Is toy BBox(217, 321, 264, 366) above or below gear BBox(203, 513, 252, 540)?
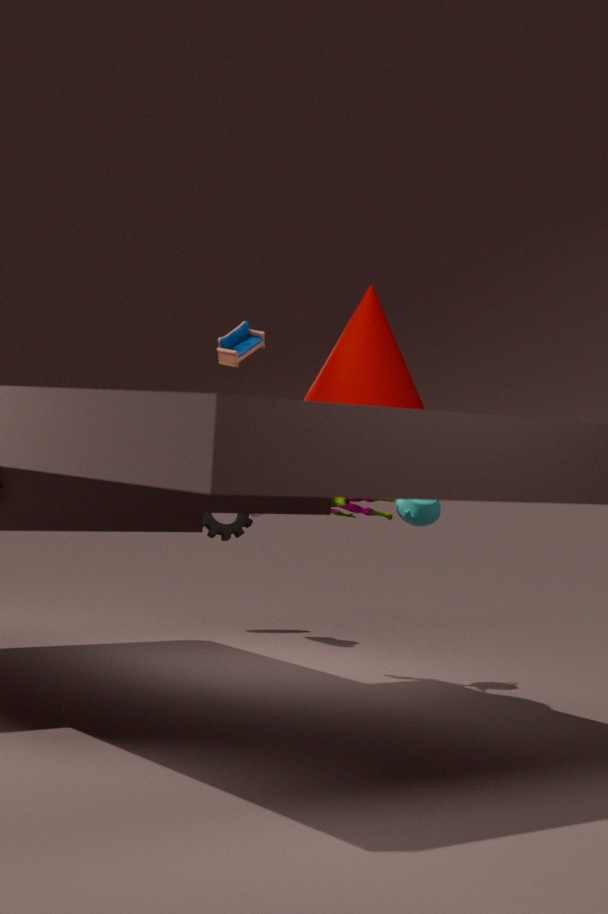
above
